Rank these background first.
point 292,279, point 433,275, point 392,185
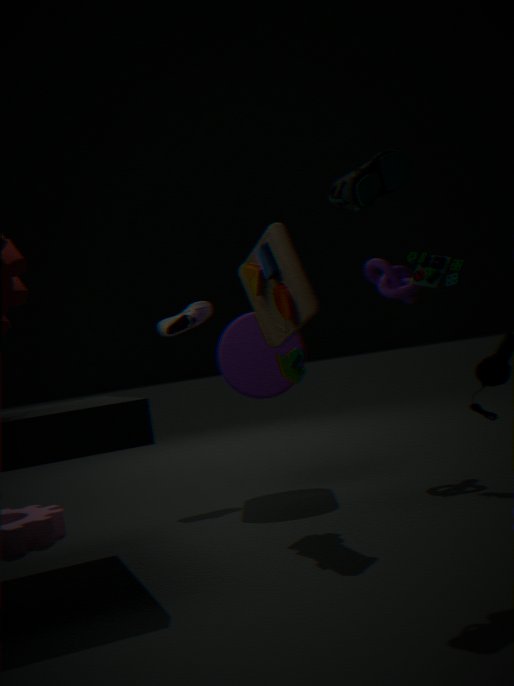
point 433,275 < point 292,279 < point 392,185
